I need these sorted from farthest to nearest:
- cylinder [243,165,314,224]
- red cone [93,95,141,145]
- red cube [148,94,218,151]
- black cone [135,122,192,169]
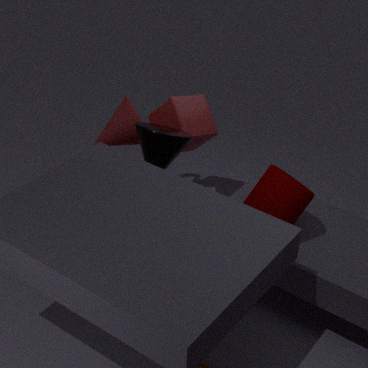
red cube [148,94,218,151] → red cone [93,95,141,145] → black cone [135,122,192,169] → cylinder [243,165,314,224]
